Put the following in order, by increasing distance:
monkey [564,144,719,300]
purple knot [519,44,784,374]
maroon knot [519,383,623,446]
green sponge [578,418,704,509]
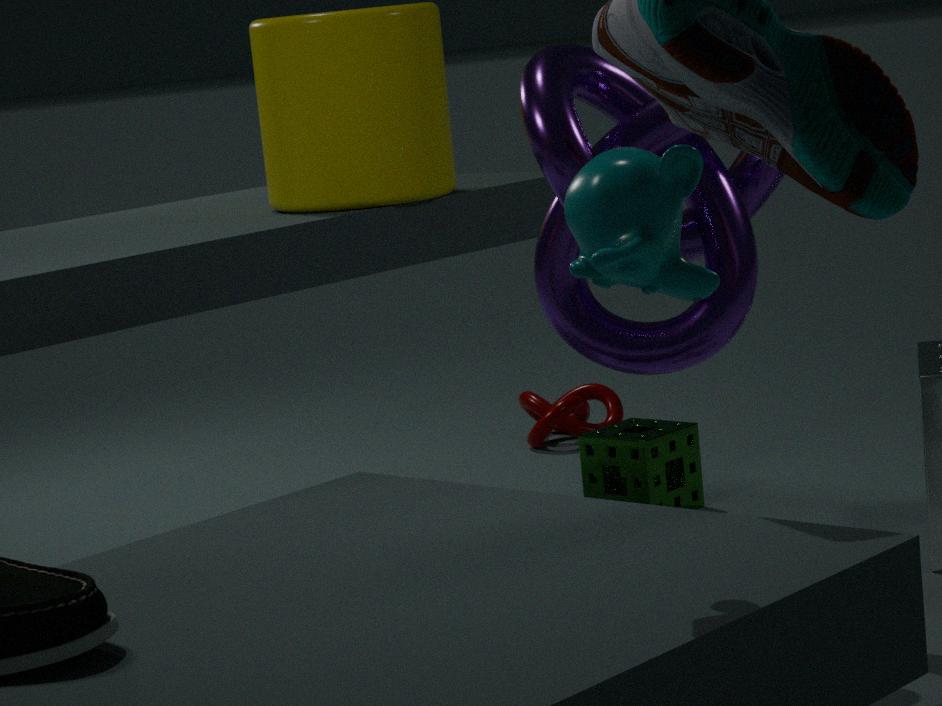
1. monkey [564,144,719,300]
2. purple knot [519,44,784,374]
3. green sponge [578,418,704,509]
4. maroon knot [519,383,623,446]
